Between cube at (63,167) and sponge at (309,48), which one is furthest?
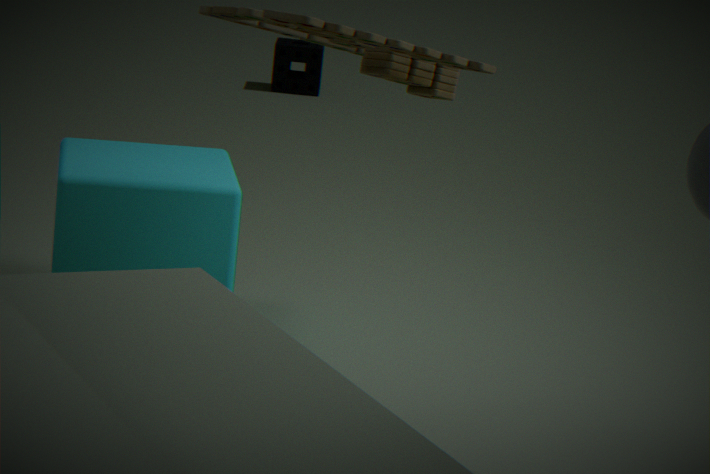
sponge at (309,48)
